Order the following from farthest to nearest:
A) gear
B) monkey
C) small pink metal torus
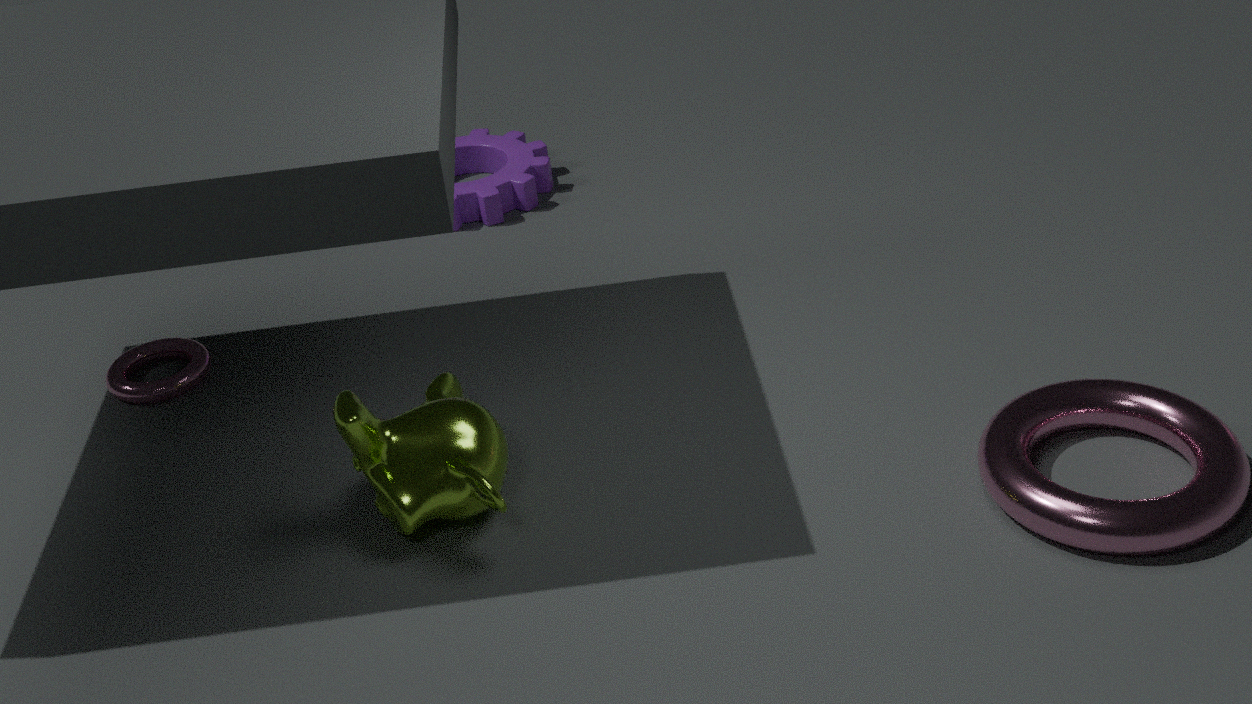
1. gear
2. small pink metal torus
3. monkey
